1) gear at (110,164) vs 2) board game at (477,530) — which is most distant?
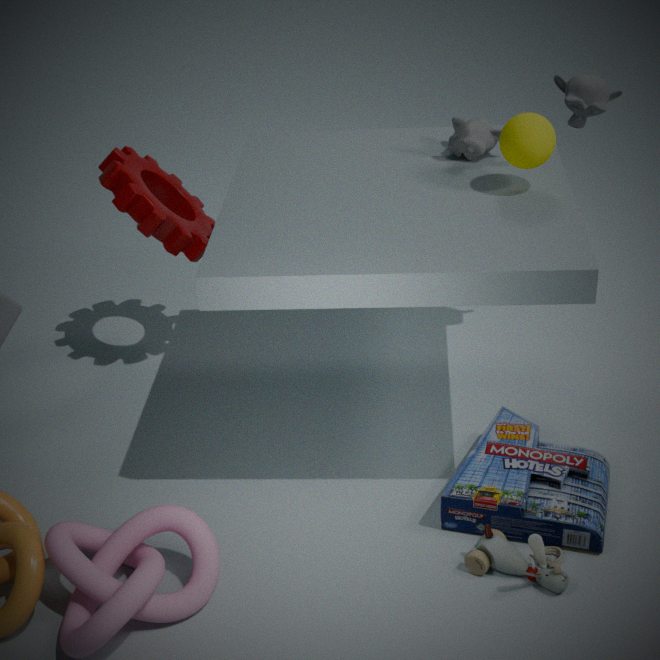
1. gear at (110,164)
